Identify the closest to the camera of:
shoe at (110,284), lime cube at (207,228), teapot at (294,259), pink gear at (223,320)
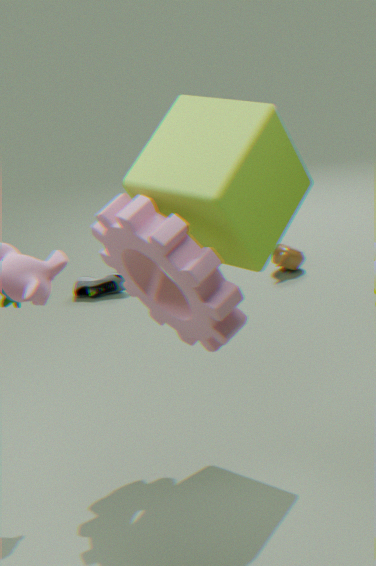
pink gear at (223,320)
